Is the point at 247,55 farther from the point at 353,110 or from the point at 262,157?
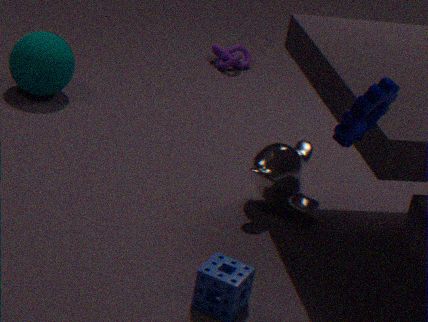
the point at 353,110
